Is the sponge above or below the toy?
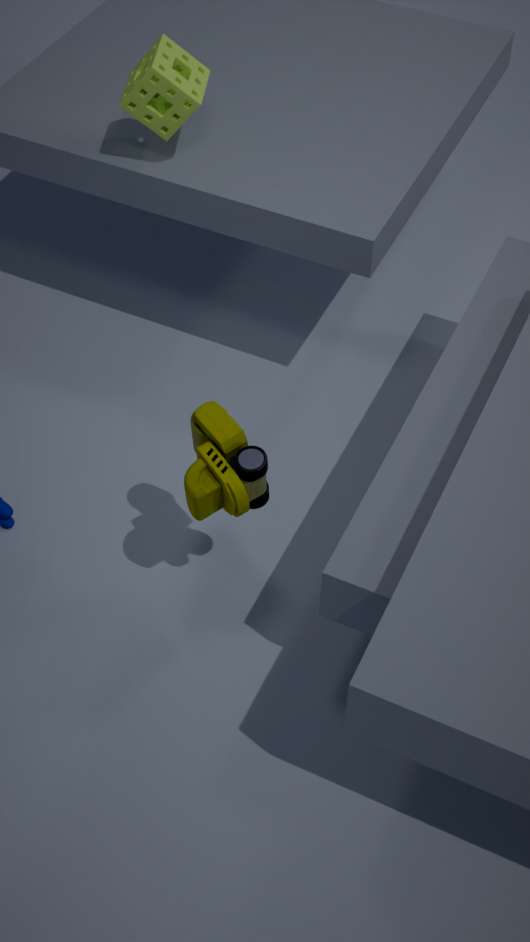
above
